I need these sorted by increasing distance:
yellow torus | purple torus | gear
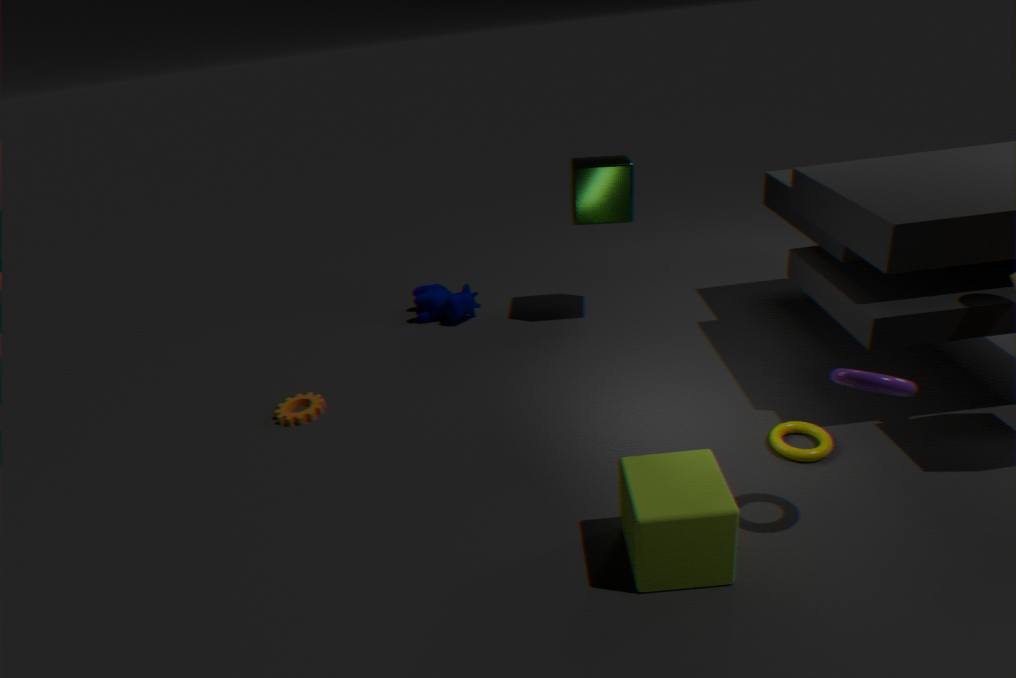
purple torus
yellow torus
gear
